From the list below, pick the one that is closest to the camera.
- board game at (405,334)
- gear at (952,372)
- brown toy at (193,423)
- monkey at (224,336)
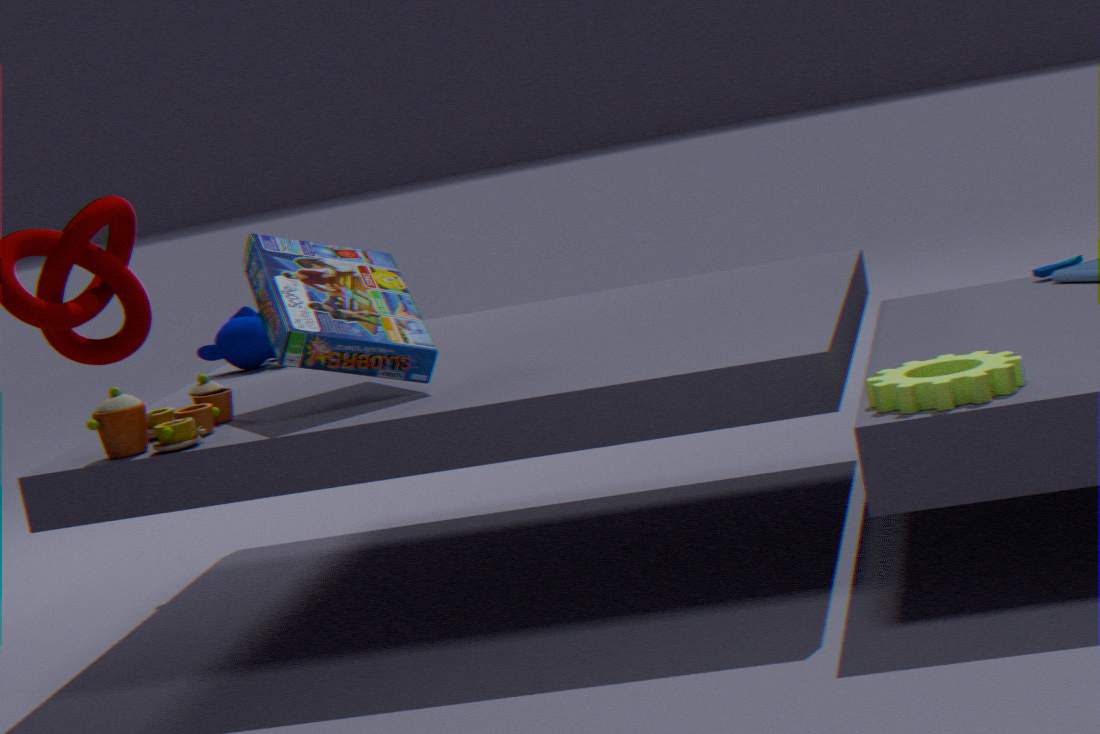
gear at (952,372)
